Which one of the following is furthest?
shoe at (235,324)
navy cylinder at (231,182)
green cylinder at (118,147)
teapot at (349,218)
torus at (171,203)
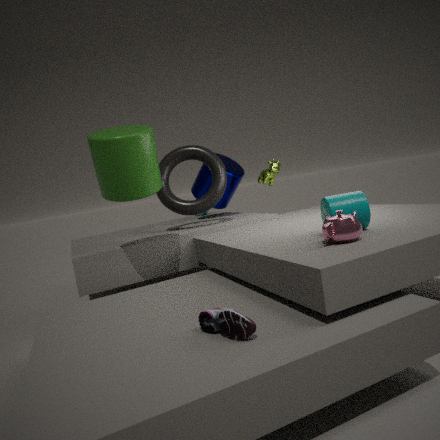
navy cylinder at (231,182)
